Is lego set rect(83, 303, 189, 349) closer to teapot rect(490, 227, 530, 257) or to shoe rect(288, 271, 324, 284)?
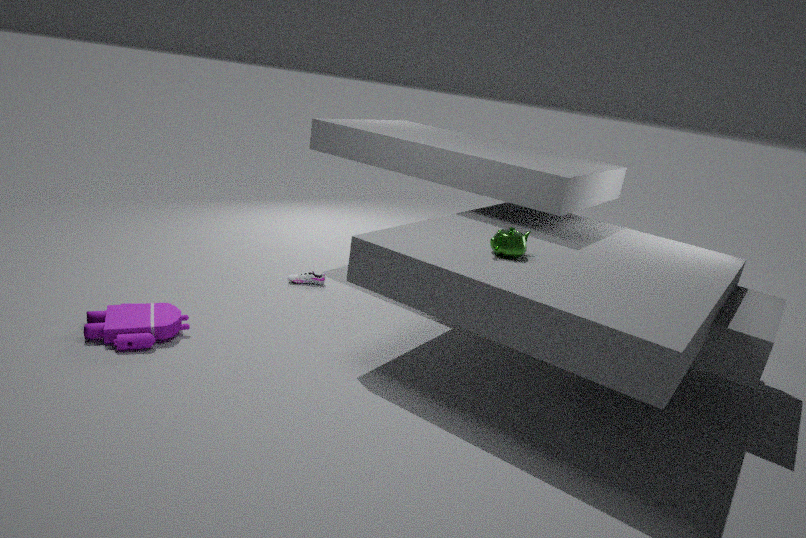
shoe rect(288, 271, 324, 284)
